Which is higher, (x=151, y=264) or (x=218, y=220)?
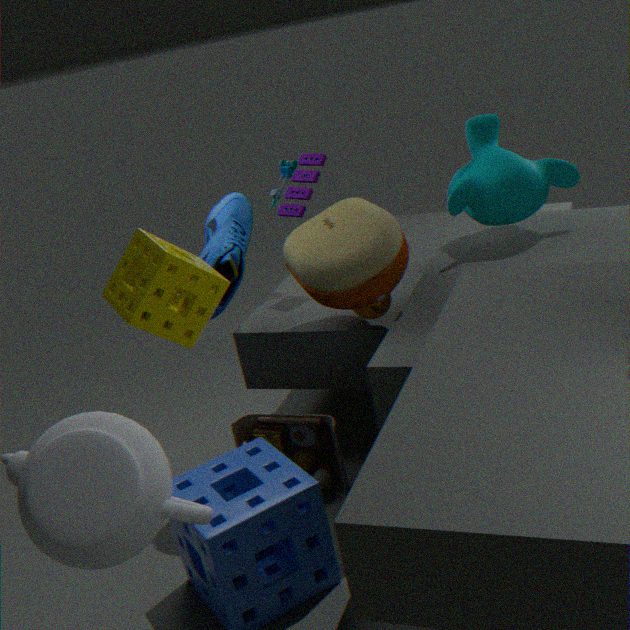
(x=151, y=264)
